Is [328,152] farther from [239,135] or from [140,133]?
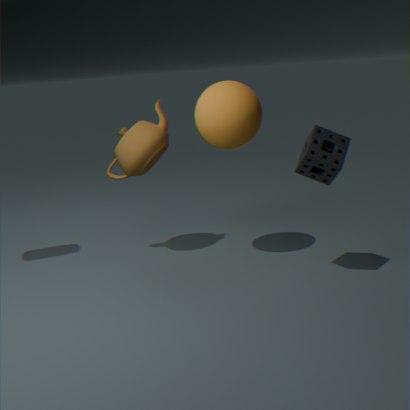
[140,133]
